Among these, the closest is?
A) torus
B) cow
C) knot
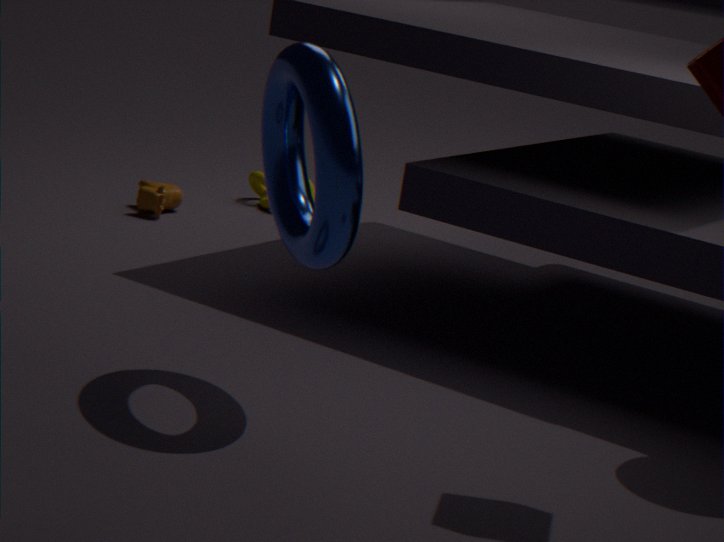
torus
